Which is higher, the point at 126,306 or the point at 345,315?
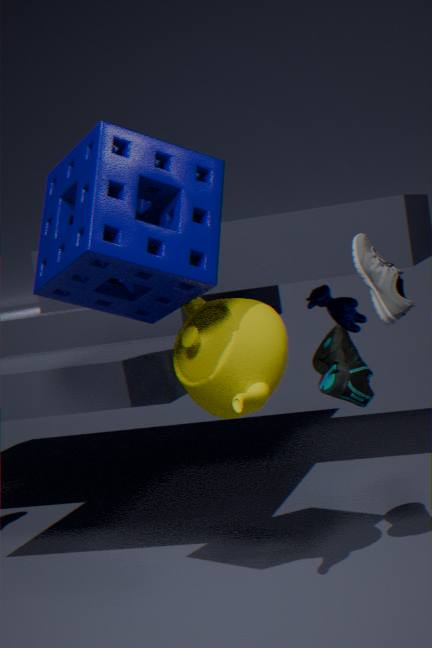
the point at 126,306
